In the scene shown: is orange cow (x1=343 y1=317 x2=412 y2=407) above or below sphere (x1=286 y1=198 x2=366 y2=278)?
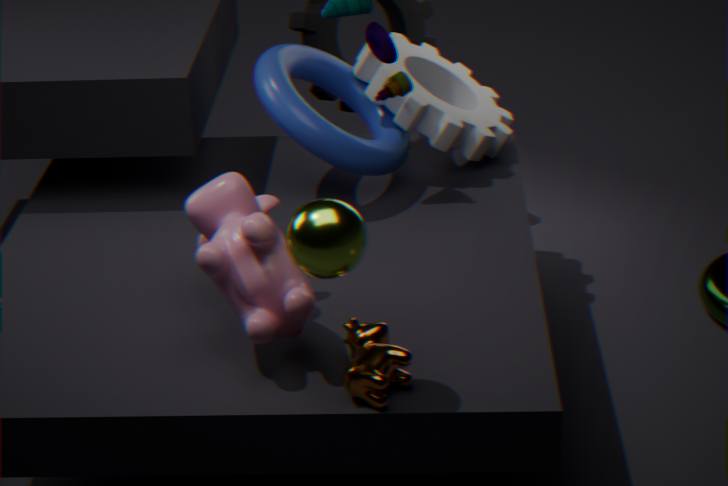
below
